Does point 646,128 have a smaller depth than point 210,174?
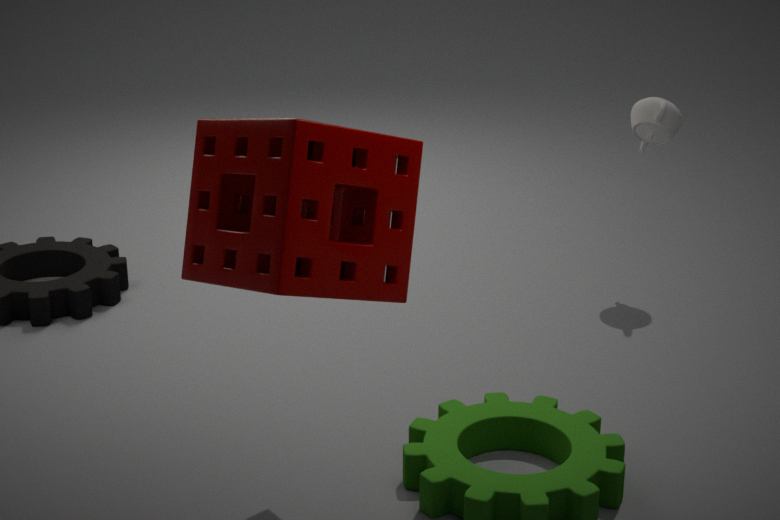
No
